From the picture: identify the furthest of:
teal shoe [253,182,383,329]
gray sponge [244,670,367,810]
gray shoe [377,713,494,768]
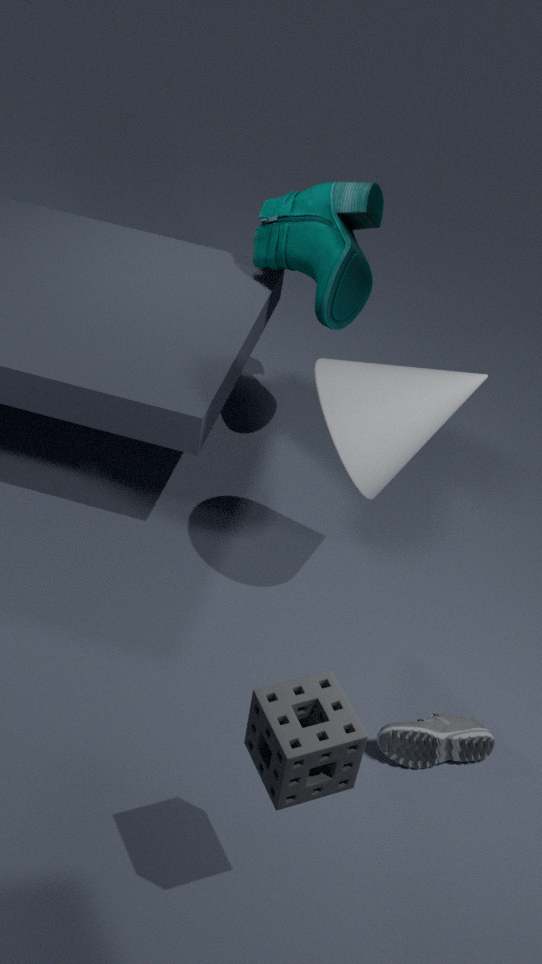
teal shoe [253,182,383,329]
